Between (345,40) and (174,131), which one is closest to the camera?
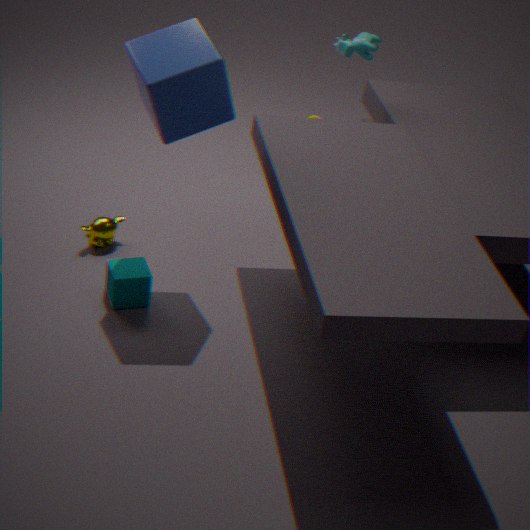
(174,131)
